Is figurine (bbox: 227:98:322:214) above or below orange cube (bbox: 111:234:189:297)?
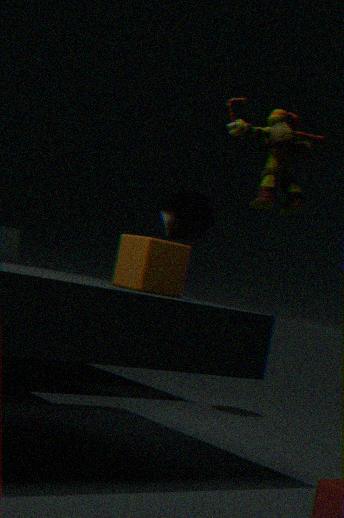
above
